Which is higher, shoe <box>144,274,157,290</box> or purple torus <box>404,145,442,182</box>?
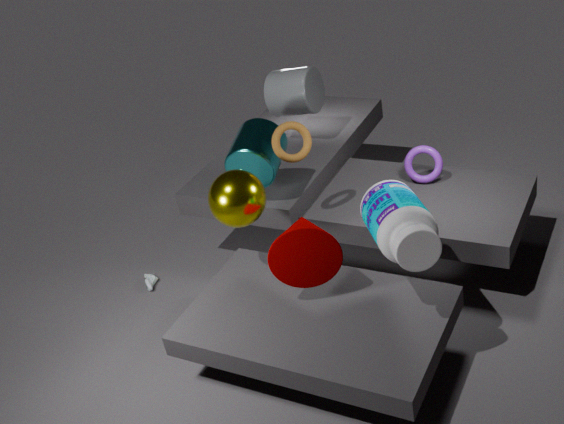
purple torus <box>404,145,442,182</box>
